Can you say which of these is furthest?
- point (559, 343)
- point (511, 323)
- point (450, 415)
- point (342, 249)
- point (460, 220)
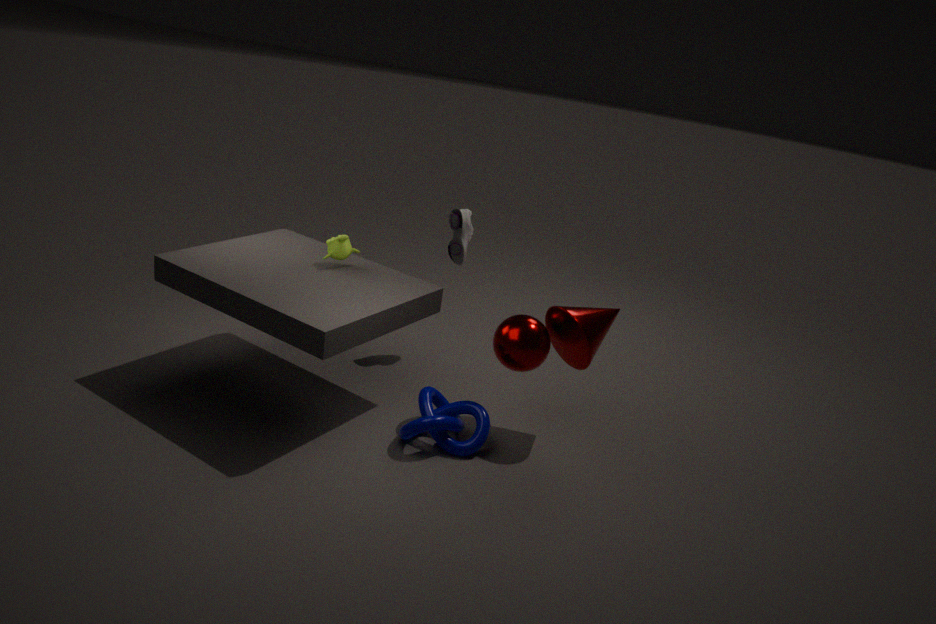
point (460, 220)
